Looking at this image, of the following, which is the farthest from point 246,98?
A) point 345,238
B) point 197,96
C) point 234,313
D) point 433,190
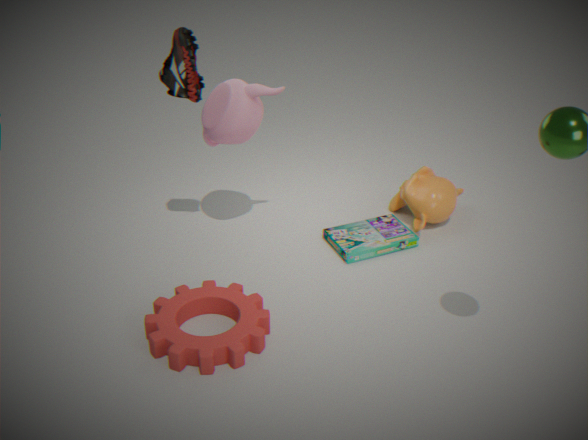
point 433,190
